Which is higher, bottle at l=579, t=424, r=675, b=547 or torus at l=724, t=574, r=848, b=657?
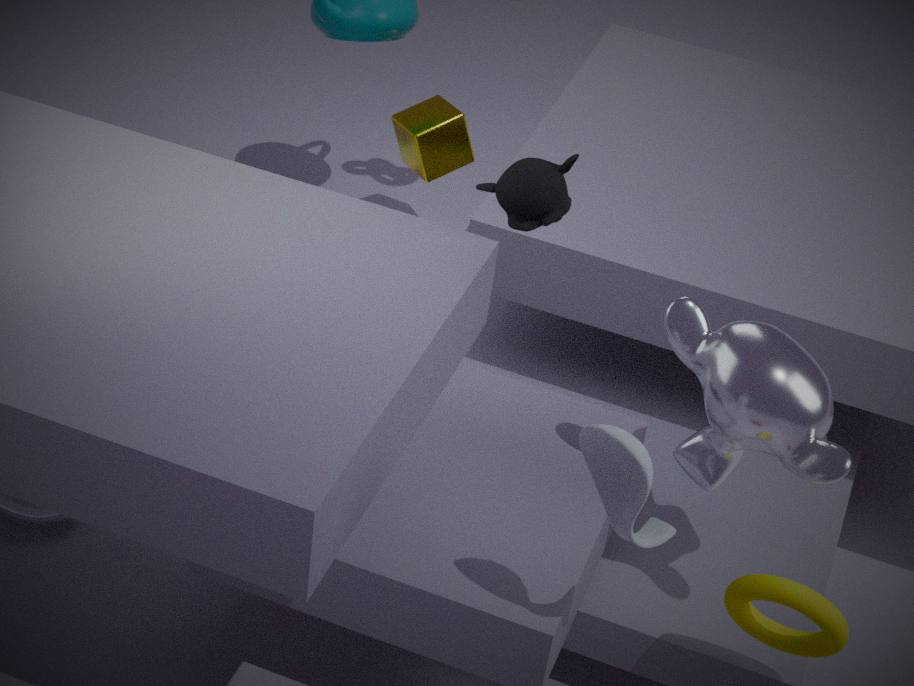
bottle at l=579, t=424, r=675, b=547
